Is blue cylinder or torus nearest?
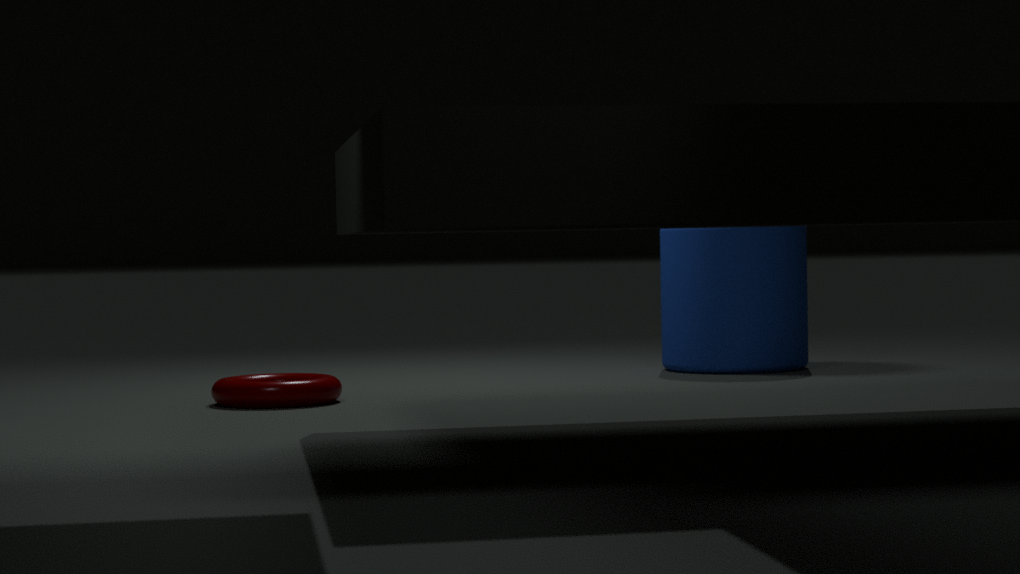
torus
